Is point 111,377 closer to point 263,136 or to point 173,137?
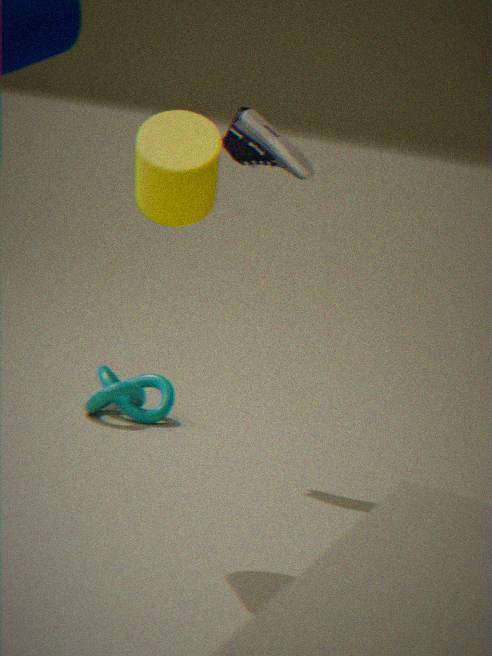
point 263,136
